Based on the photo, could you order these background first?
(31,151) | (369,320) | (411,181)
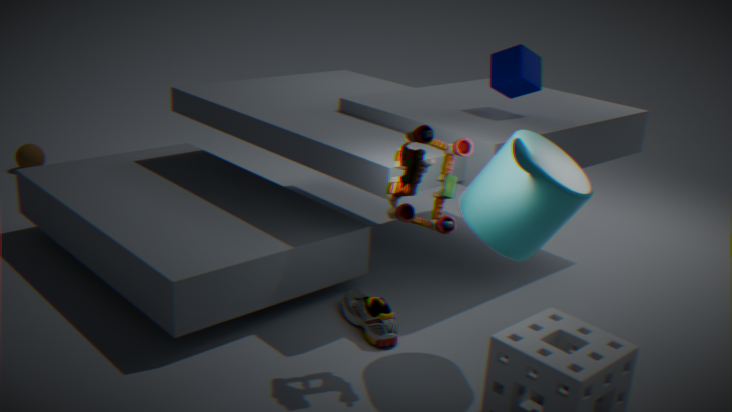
1. (31,151)
2. (369,320)
3. (411,181)
